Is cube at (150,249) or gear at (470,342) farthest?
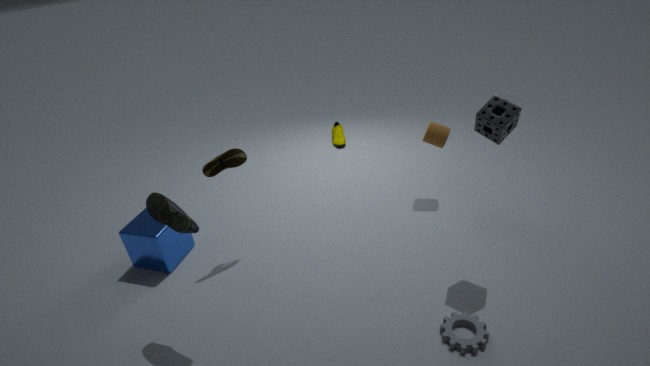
cube at (150,249)
